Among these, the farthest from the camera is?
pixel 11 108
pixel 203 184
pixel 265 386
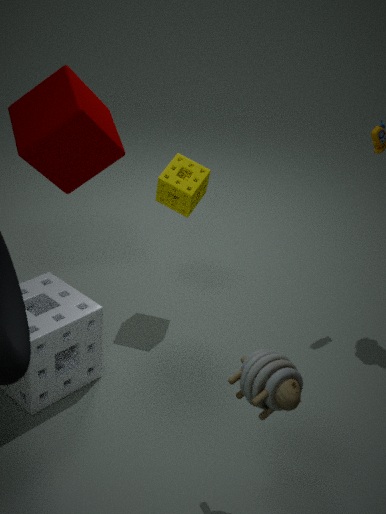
pixel 11 108
